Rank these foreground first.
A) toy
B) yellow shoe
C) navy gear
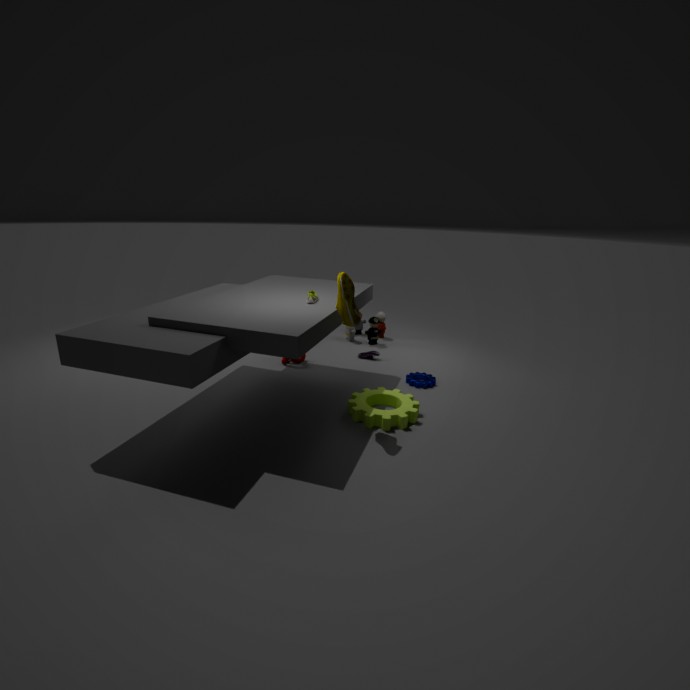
yellow shoe, navy gear, toy
